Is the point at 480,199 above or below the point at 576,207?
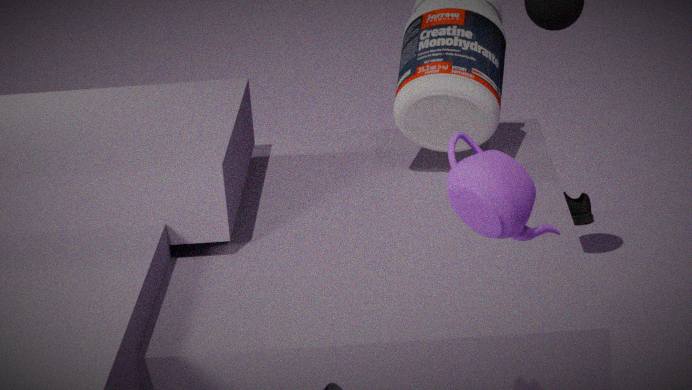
above
